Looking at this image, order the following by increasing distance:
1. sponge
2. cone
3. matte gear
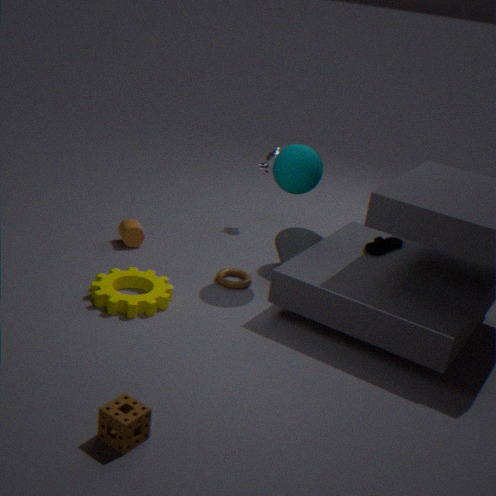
sponge
matte gear
cone
